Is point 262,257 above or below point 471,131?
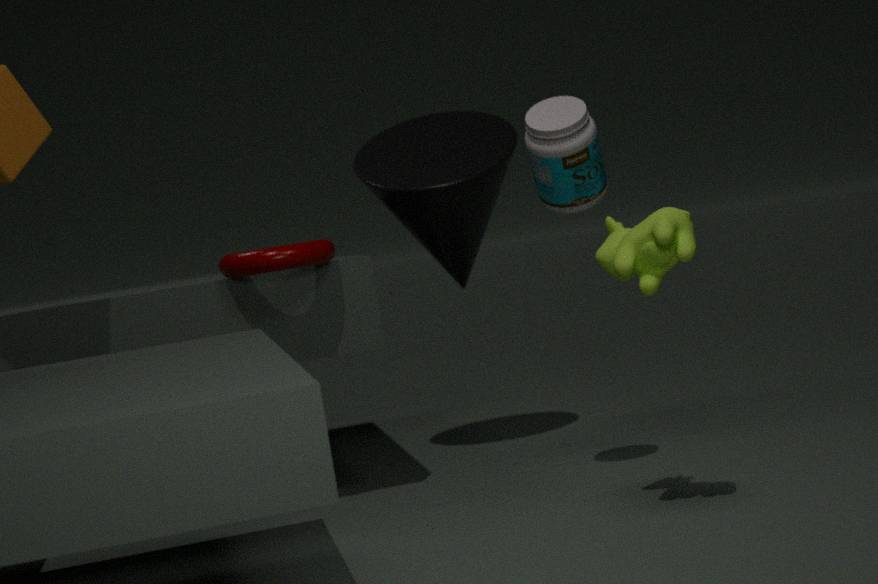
below
